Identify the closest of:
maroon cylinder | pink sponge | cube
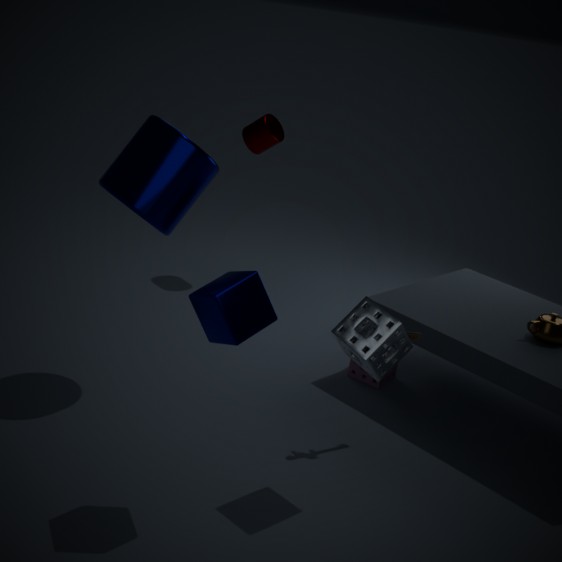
cube
